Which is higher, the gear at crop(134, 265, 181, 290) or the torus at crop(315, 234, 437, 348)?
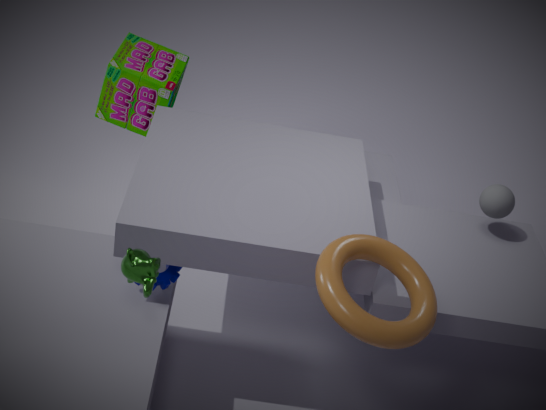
the torus at crop(315, 234, 437, 348)
